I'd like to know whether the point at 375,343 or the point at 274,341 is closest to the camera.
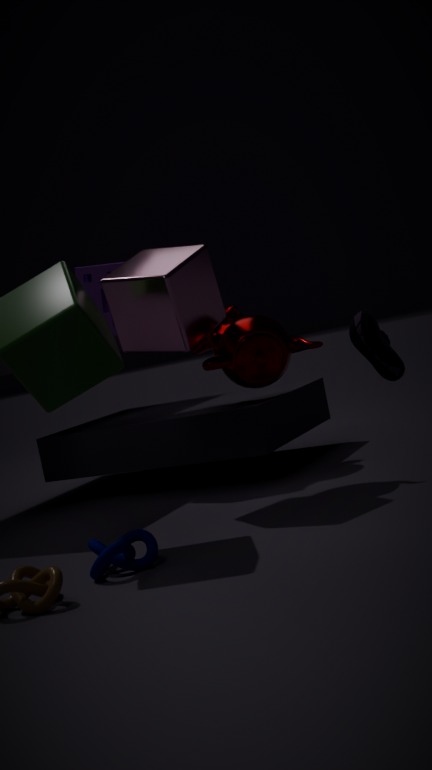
the point at 274,341
